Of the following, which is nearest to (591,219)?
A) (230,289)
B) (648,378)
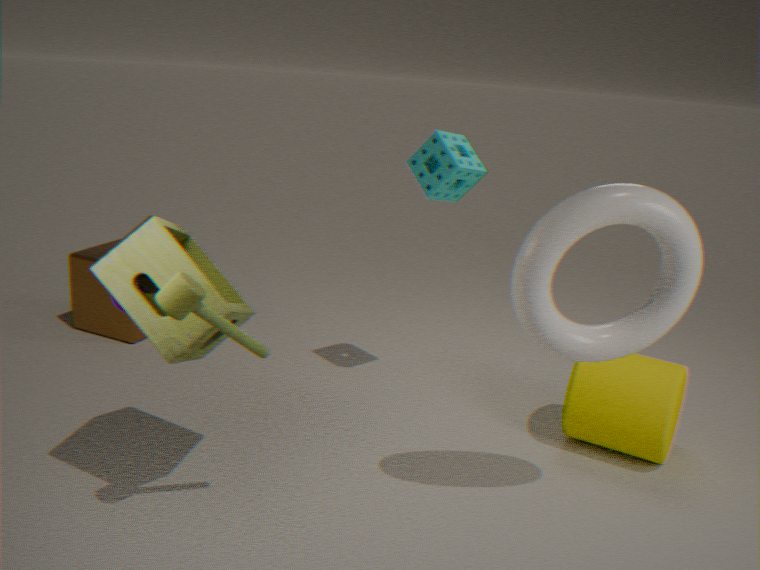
(648,378)
